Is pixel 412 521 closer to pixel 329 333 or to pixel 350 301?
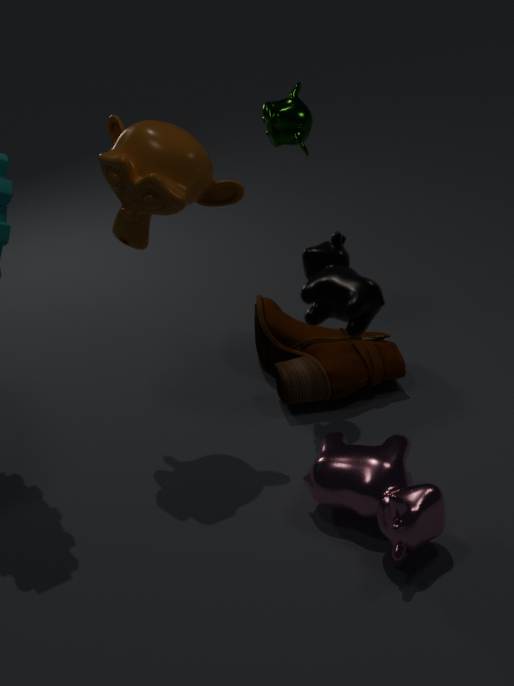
pixel 329 333
